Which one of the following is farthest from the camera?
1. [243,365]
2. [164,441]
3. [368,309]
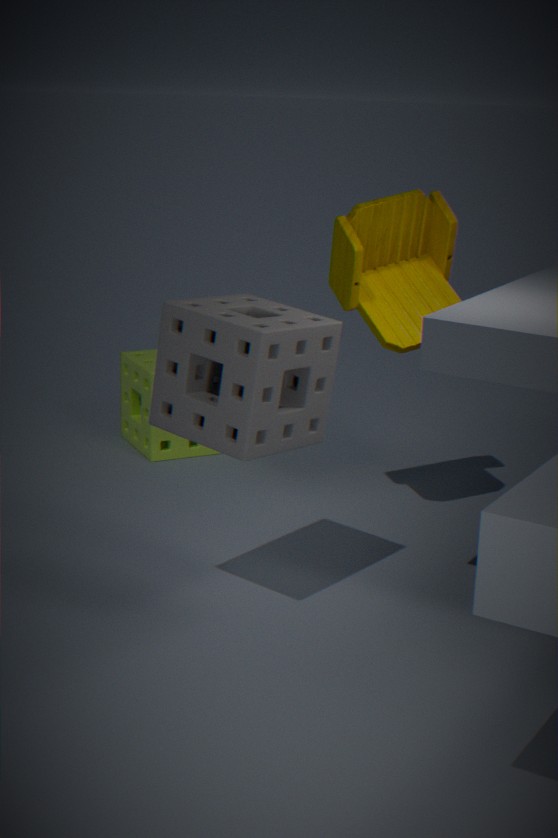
[164,441]
